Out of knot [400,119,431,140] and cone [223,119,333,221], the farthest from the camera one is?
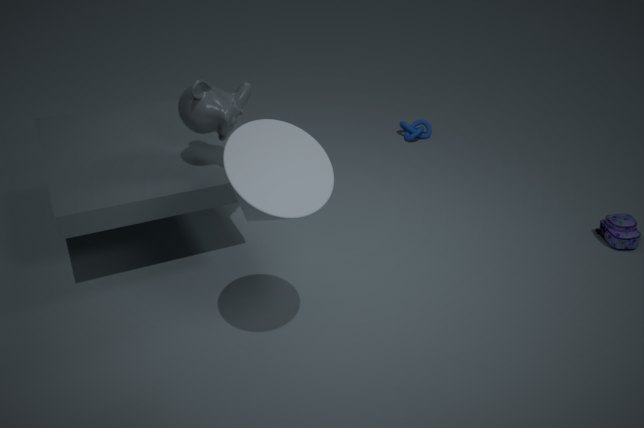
knot [400,119,431,140]
